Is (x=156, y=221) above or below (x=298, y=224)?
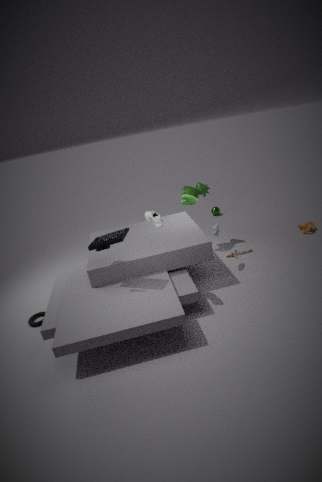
above
